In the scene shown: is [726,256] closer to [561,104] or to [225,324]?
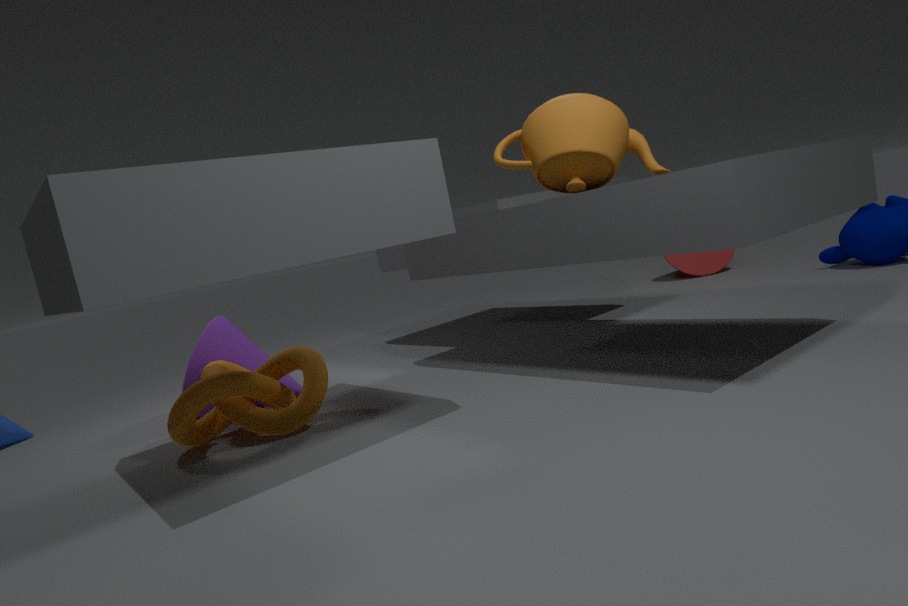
[561,104]
